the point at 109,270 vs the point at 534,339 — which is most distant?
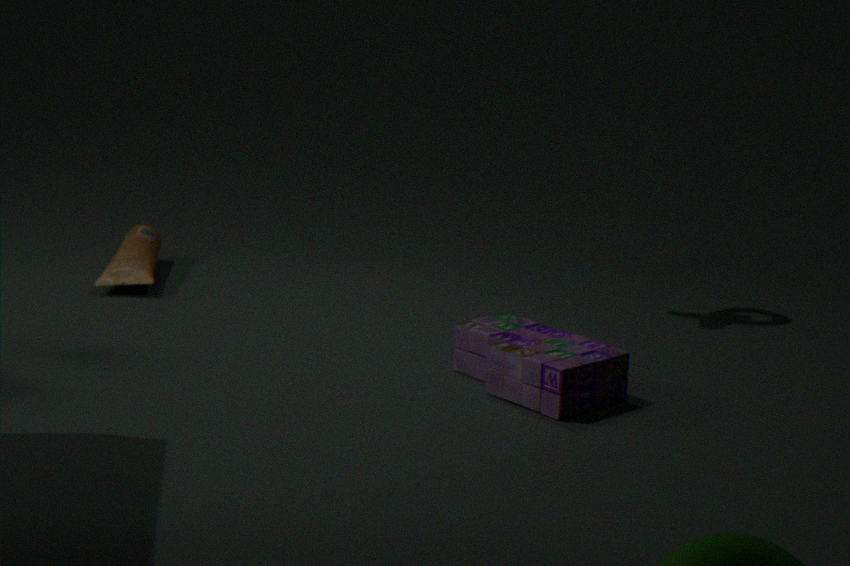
the point at 109,270
